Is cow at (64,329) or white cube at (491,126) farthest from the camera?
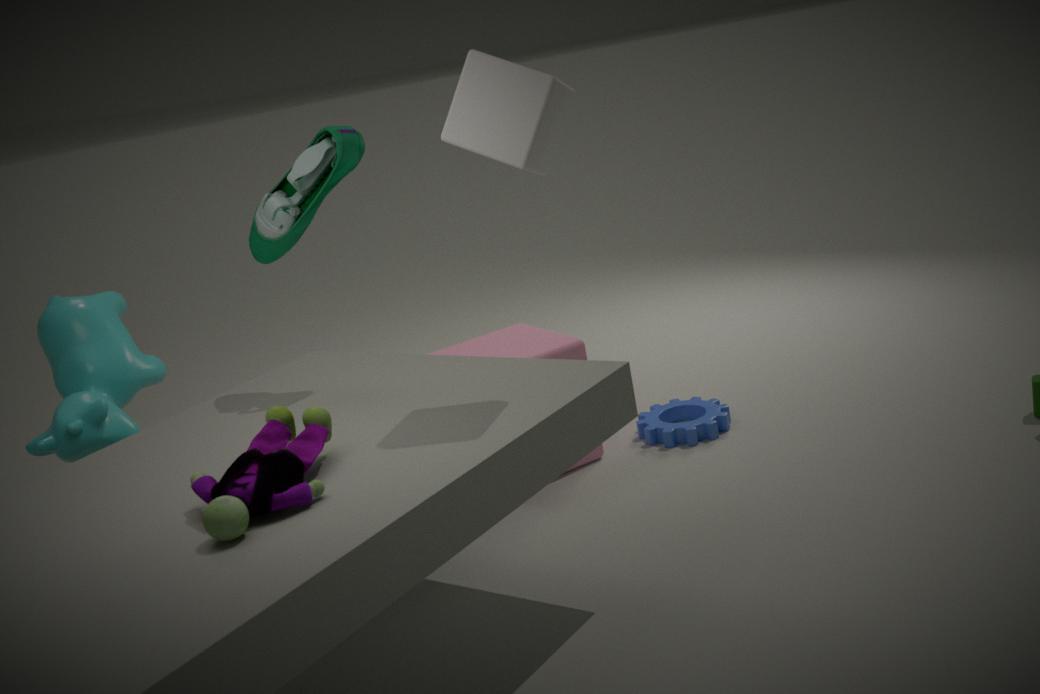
cow at (64,329)
